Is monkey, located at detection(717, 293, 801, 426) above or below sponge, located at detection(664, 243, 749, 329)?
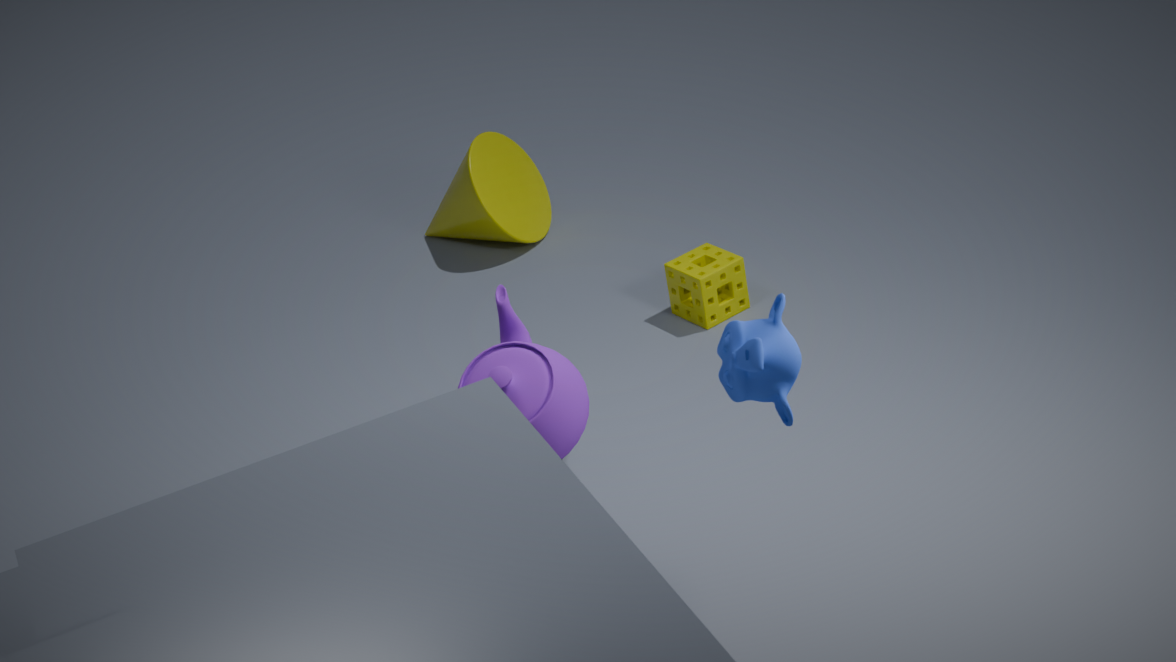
above
